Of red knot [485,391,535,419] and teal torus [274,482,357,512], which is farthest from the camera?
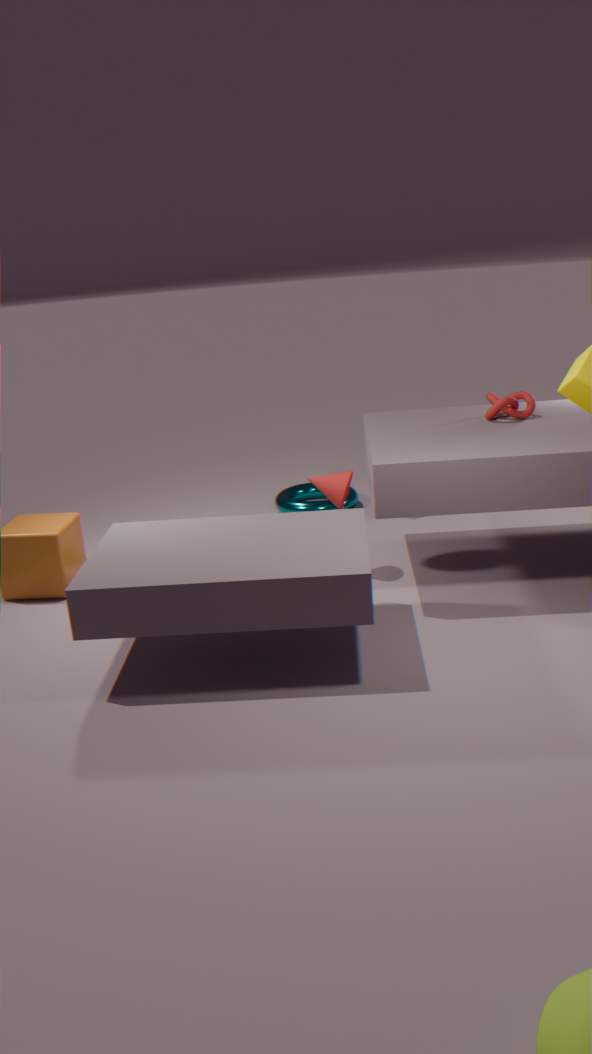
teal torus [274,482,357,512]
